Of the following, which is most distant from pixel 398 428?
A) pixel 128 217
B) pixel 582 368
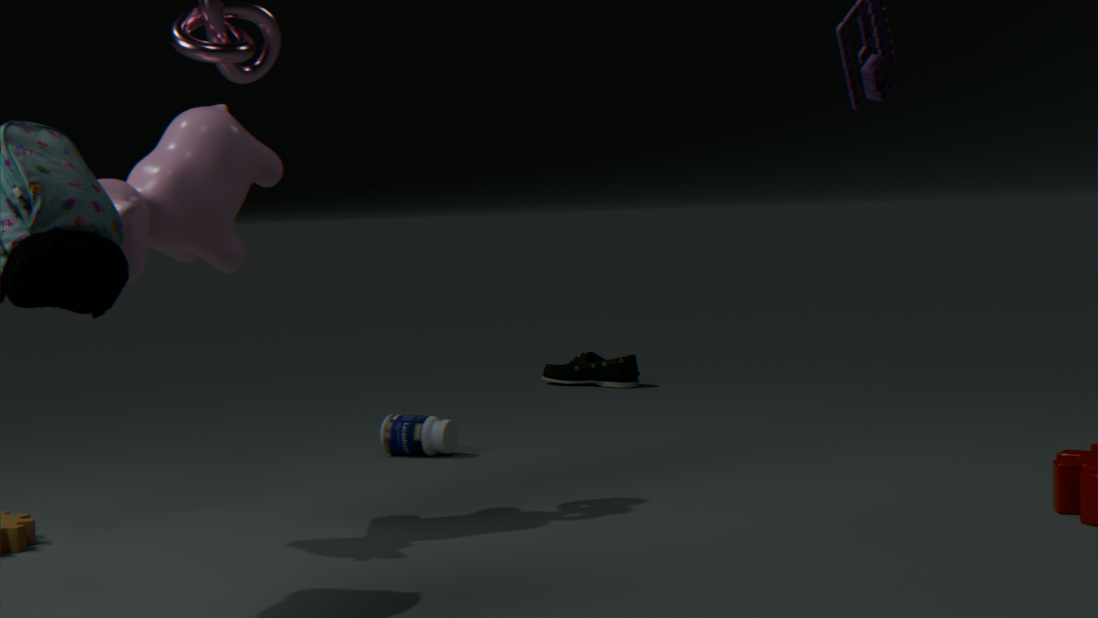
pixel 582 368
